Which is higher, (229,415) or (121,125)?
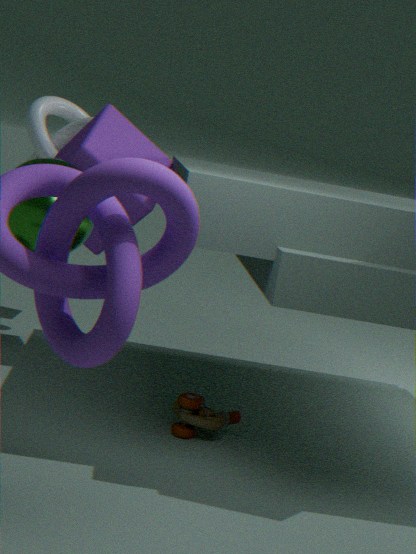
(121,125)
